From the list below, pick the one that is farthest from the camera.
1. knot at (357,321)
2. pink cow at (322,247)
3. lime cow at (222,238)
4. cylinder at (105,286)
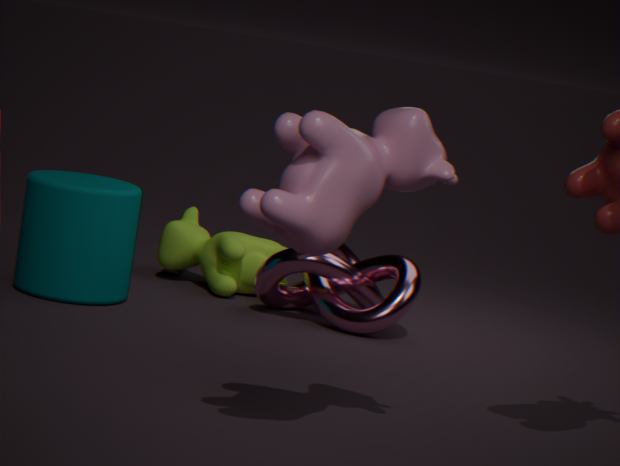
lime cow at (222,238)
